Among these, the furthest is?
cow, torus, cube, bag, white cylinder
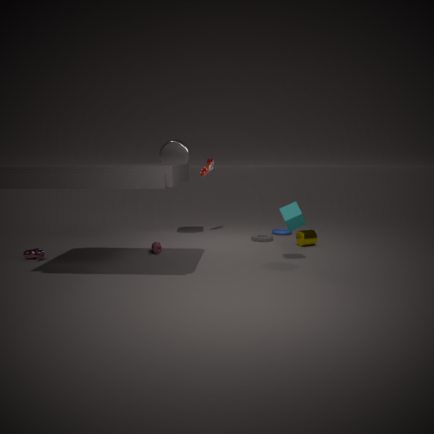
torus
